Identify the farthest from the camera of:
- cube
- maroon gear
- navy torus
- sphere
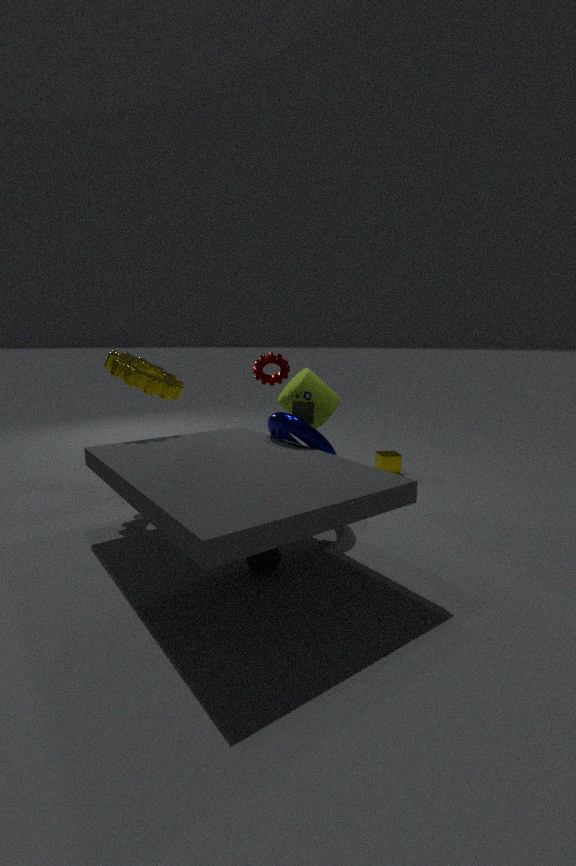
cube
